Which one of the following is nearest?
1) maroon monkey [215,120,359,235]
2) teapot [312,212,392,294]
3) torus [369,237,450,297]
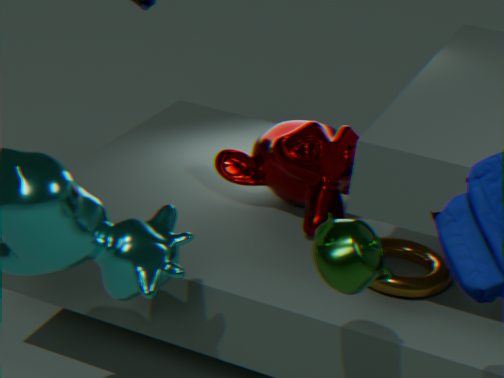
2. teapot [312,212,392,294]
